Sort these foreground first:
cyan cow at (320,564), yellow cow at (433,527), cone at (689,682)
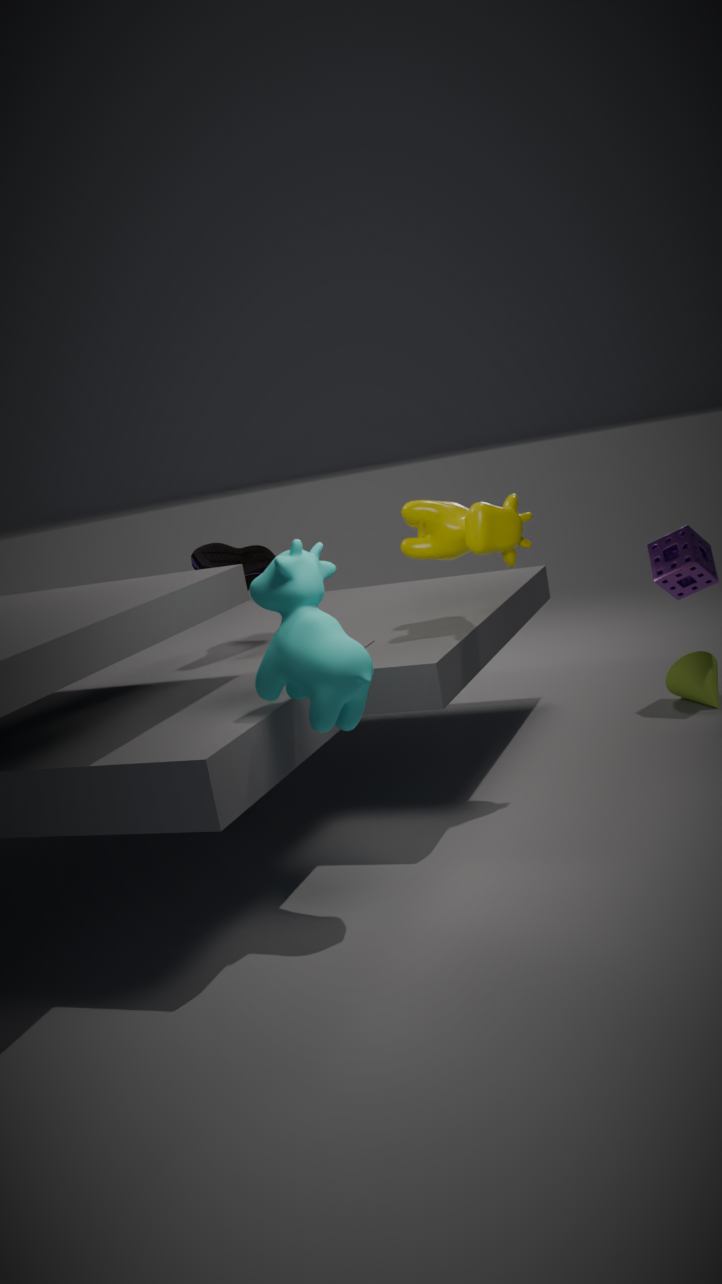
1. cyan cow at (320,564)
2. yellow cow at (433,527)
3. cone at (689,682)
